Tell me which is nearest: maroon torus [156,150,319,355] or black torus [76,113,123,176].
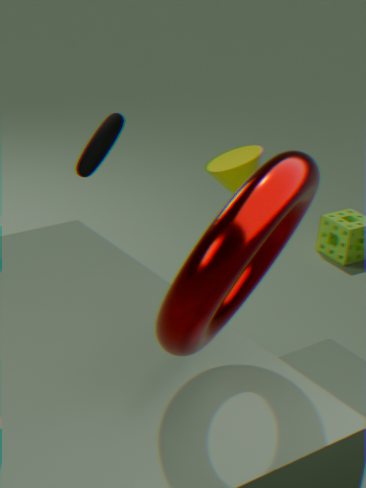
maroon torus [156,150,319,355]
